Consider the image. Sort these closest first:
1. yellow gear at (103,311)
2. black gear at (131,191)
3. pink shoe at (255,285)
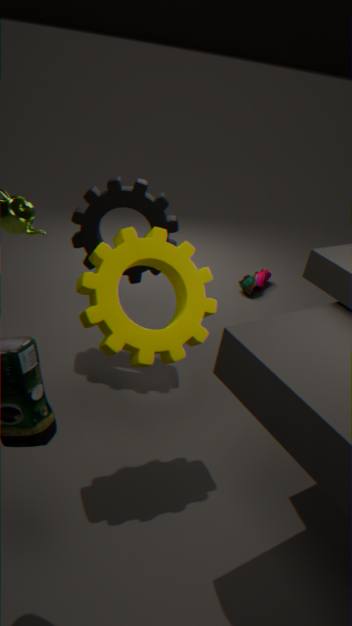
yellow gear at (103,311) → black gear at (131,191) → pink shoe at (255,285)
